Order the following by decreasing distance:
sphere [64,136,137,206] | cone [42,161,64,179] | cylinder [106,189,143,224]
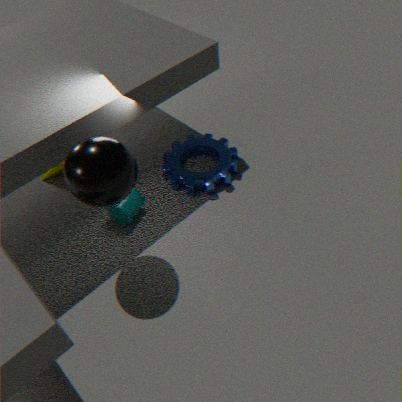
cone [42,161,64,179]
cylinder [106,189,143,224]
sphere [64,136,137,206]
